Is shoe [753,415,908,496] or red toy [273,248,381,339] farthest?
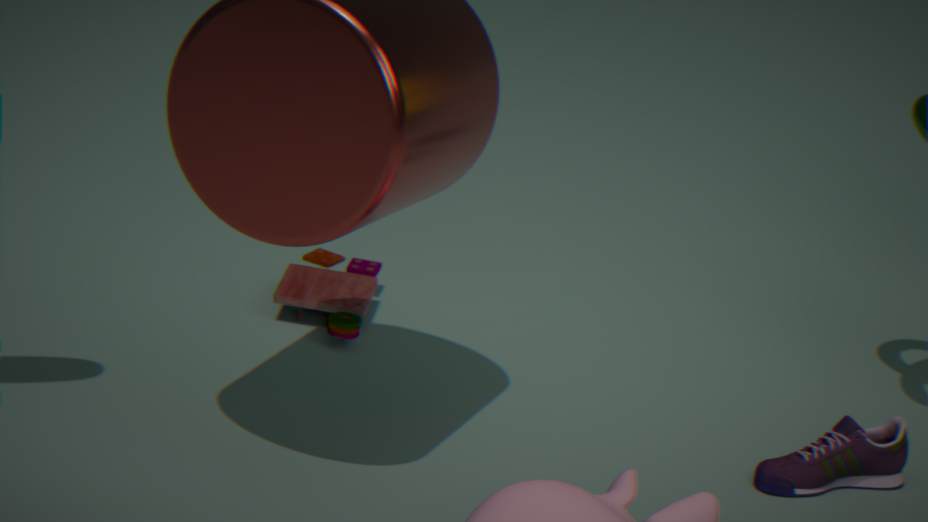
red toy [273,248,381,339]
